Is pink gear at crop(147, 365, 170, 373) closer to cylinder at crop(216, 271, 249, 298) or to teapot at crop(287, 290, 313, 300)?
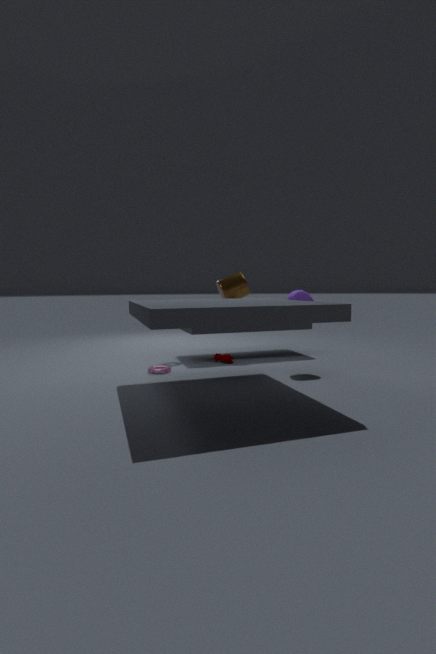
cylinder at crop(216, 271, 249, 298)
